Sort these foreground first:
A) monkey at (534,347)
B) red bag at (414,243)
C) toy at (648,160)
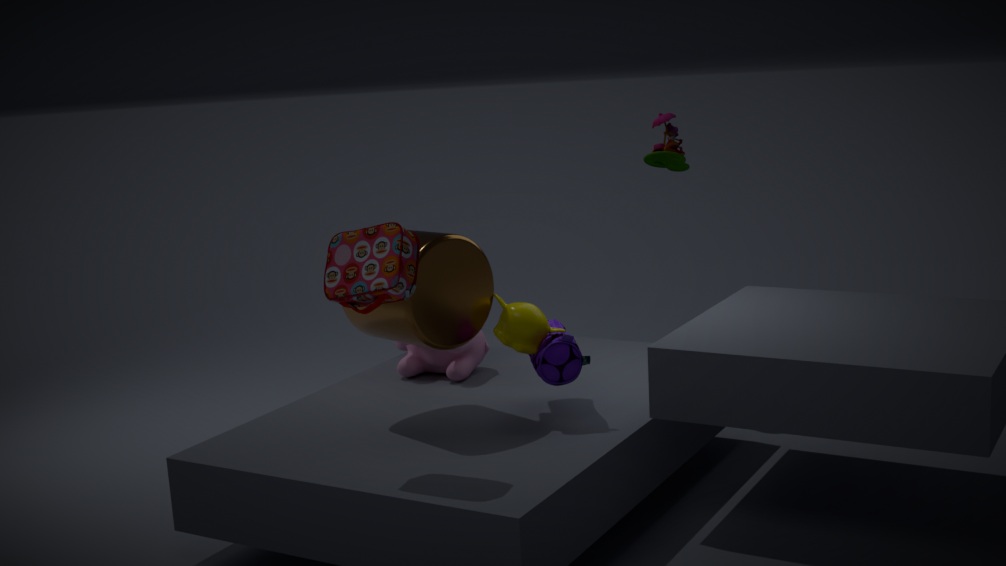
red bag at (414,243) < monkey at (534,347) < toy at (648,160)
